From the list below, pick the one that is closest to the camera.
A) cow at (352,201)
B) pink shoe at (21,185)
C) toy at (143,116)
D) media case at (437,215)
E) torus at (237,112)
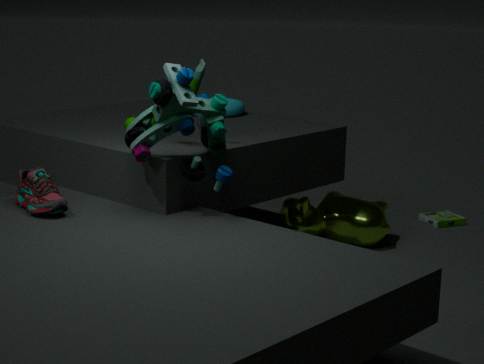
toy at (143,116)
